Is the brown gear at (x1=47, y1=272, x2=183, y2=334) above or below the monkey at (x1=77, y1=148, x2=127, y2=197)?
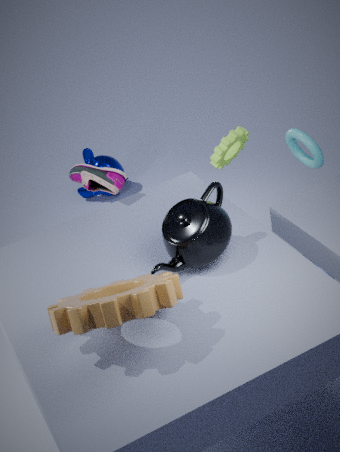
above
